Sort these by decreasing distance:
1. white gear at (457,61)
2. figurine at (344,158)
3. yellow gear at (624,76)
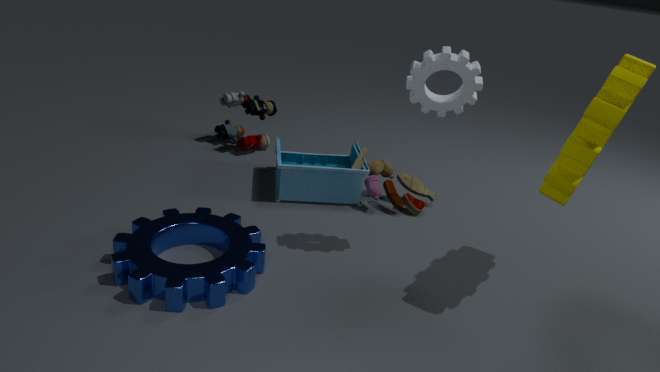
figurine at (344,158) < white gear at (457,61) < yellow gear at (624,76)
